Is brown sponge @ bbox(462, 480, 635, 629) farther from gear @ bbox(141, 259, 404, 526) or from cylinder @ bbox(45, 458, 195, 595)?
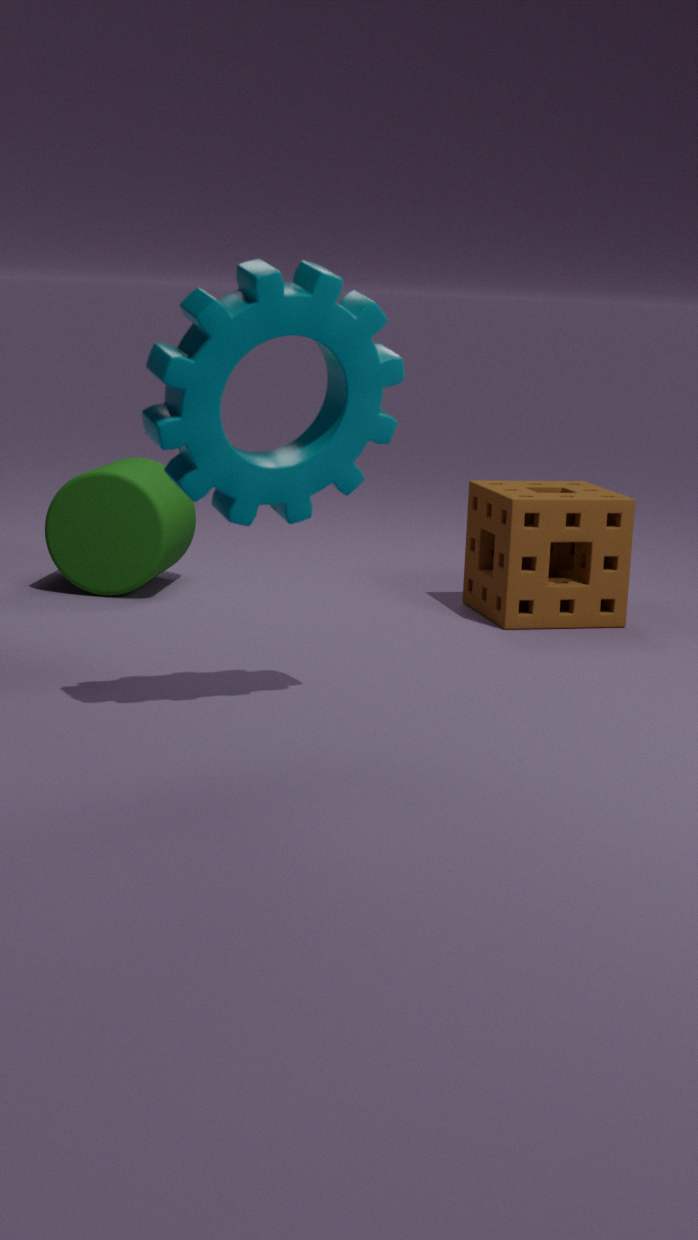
gear @ bbox(141, 259, 404, 526)
